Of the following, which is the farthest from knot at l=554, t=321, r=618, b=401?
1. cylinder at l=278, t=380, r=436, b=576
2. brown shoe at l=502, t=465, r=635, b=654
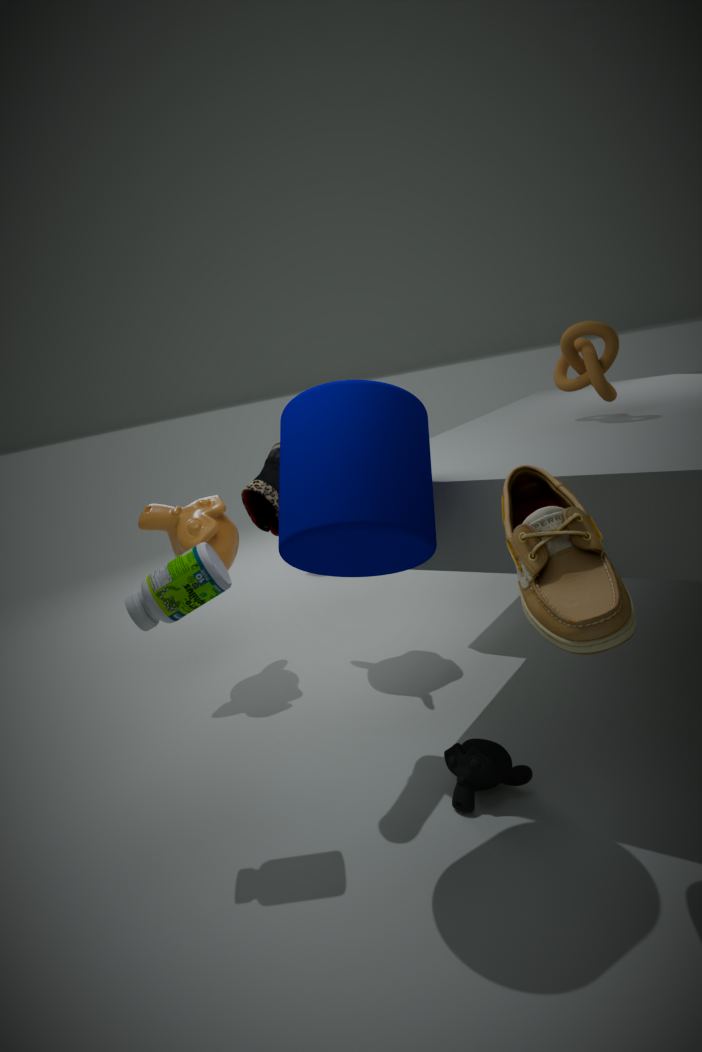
brown shoe at l=502, t=465, r=635, b=654
